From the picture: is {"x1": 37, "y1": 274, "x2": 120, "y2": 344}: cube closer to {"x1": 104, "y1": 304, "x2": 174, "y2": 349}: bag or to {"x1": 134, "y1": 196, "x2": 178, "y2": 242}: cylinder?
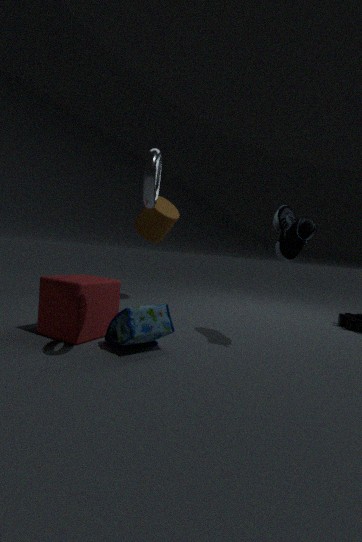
{"x1": 104, "y1": 304, "x2": 174, "y2": 349}: bag
